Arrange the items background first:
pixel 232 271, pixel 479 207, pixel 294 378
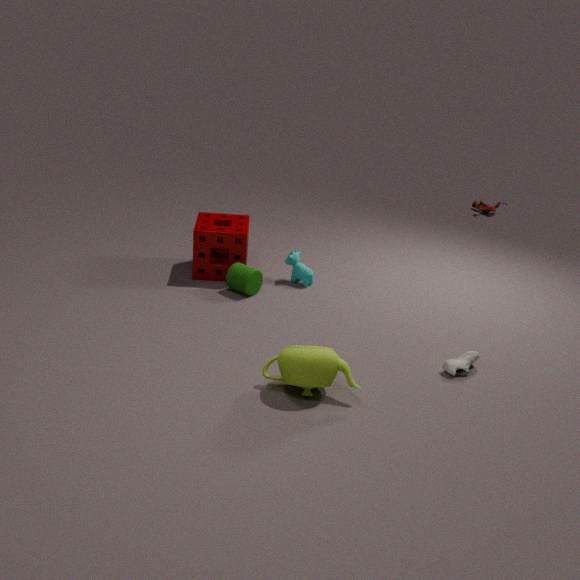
pixel 479 207, pixel 232 271, pixel 294 378
